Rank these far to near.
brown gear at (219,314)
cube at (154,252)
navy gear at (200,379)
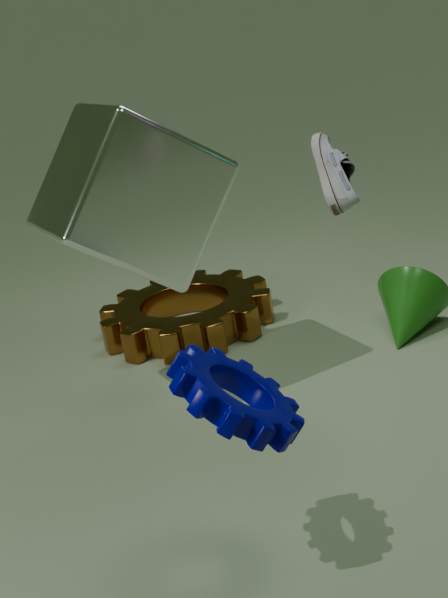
brown gear at (219,314), cube at (154,252), navy gear at (200,379)
